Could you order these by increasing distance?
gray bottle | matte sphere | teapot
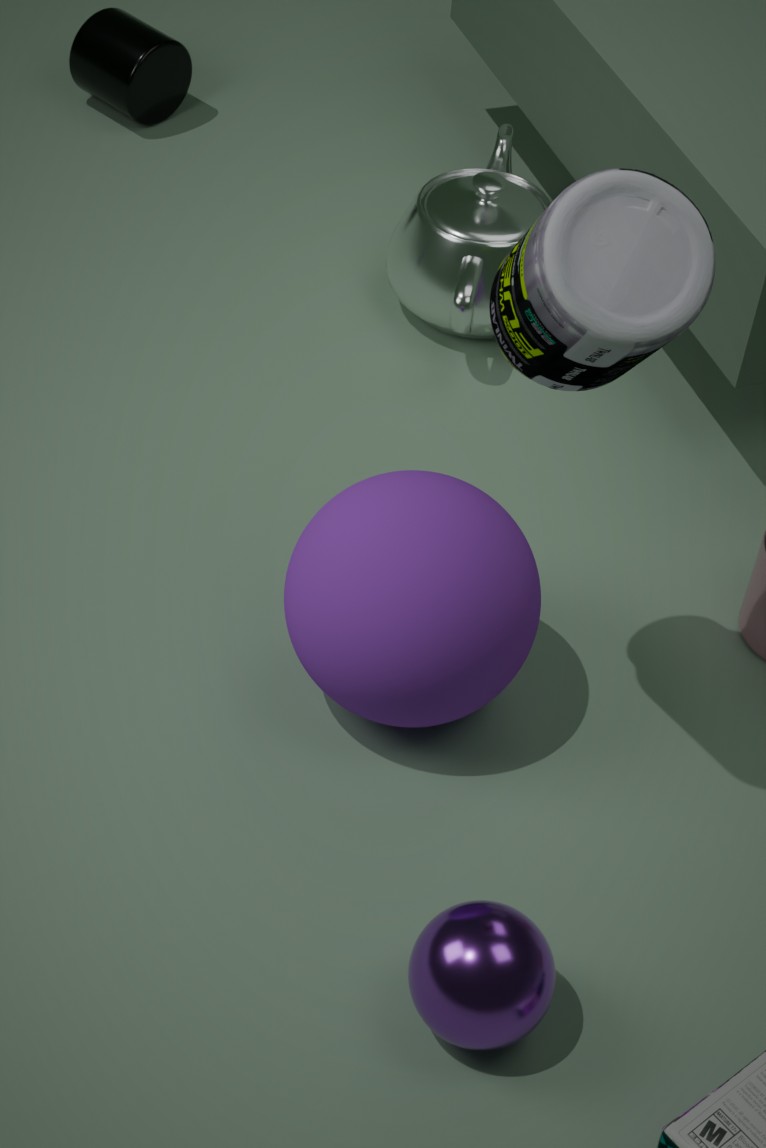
gray bottle, matte sphere, teapot
